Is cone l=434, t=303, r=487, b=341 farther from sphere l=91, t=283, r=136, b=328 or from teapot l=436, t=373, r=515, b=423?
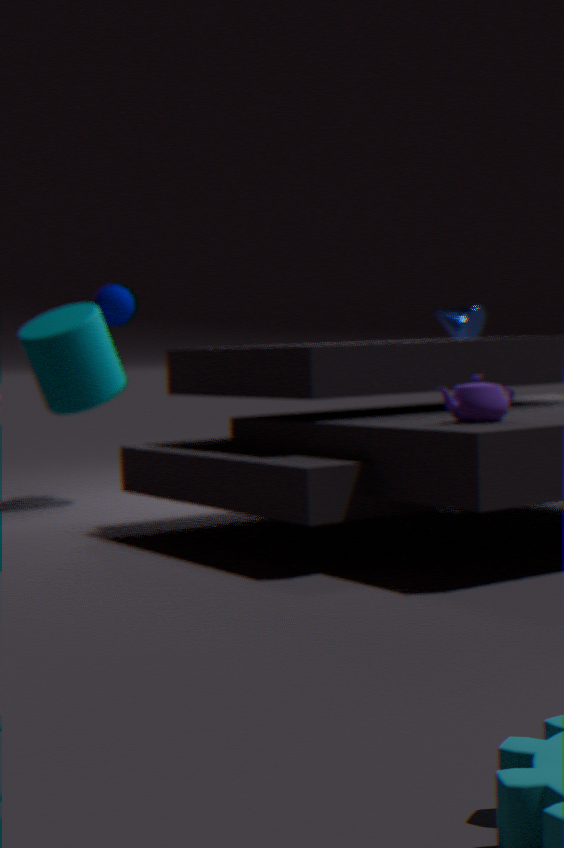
teapot l=436, t=373, r=515, b=423
